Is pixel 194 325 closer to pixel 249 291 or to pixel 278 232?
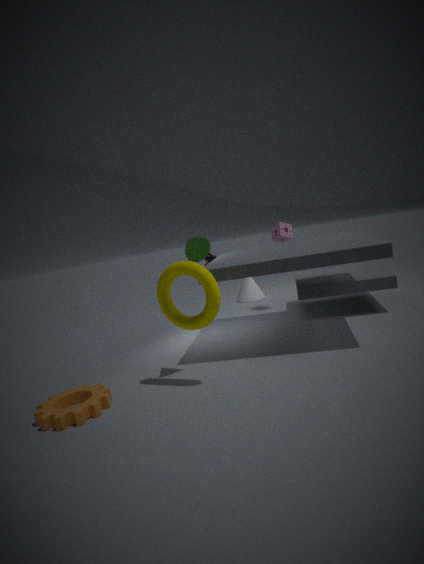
pixel 278 232
